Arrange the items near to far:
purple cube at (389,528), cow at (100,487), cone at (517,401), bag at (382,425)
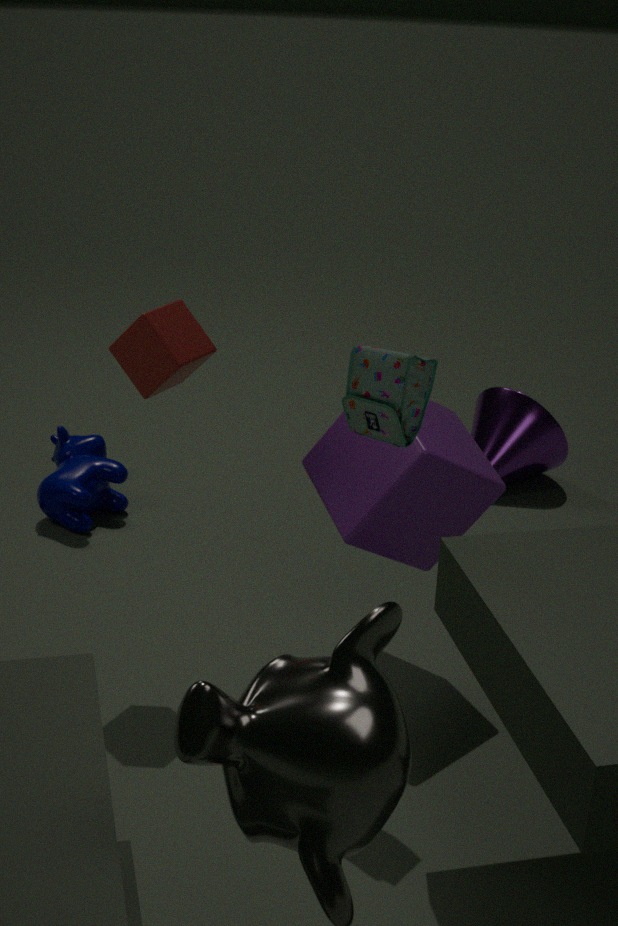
bag at (382,425) < purple cube at (389,528) < cow at (100,487) < cone at (517,401)
